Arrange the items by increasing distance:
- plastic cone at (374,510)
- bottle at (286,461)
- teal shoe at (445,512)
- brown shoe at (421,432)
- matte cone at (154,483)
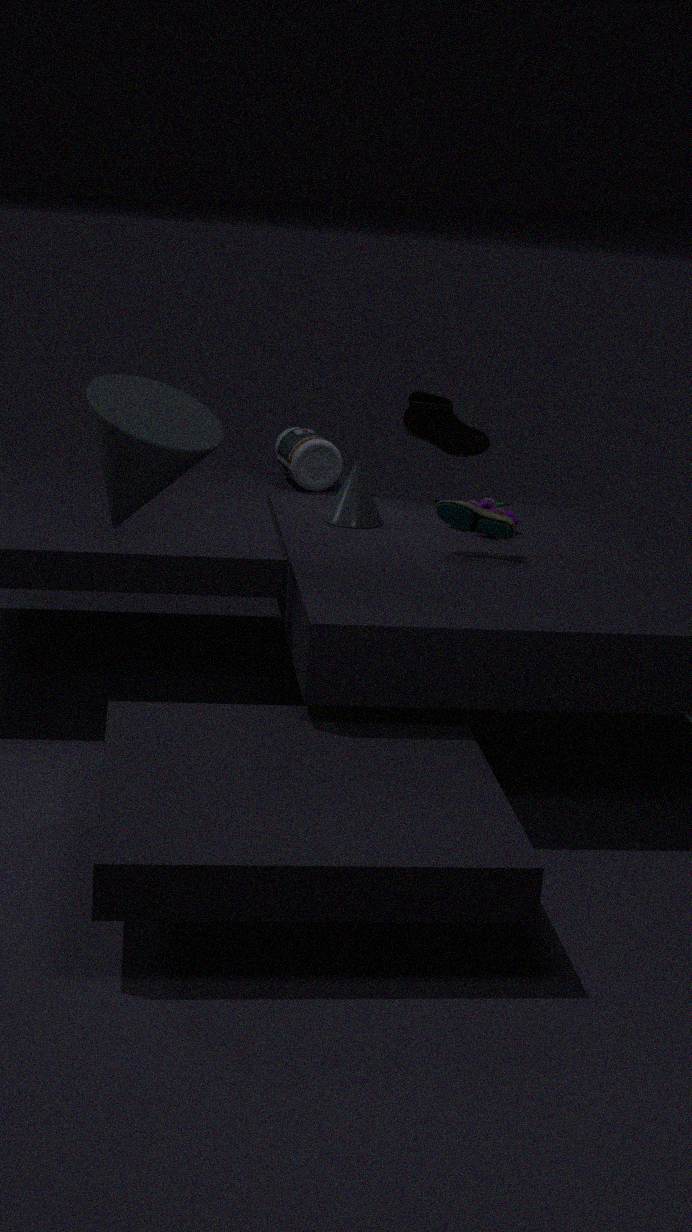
matte cone at (154,483)
teal shoe at (445,512)
plastic cone at (374,510)
brown shoe at (421,432)
bottle at (286,461)
